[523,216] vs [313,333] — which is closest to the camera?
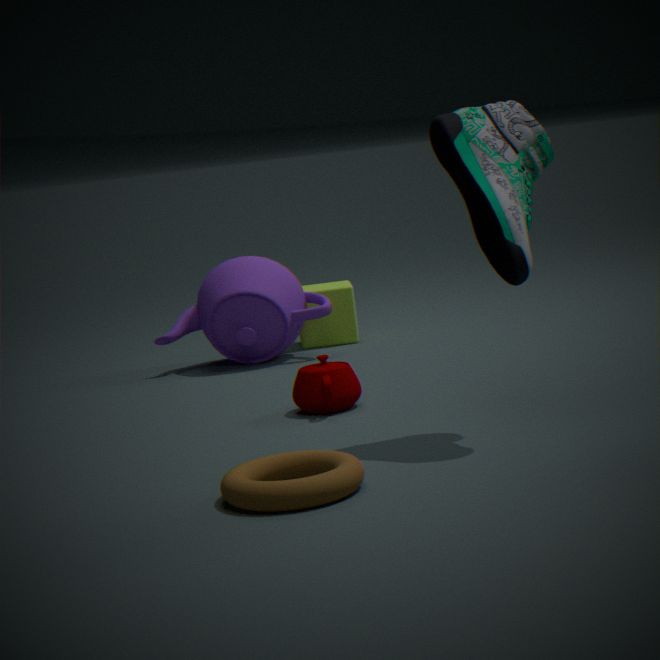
Result: [523,216]
